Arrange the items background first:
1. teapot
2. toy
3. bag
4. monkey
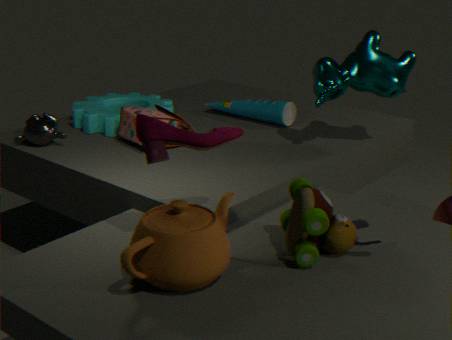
monkey
bag
toy
teapot
